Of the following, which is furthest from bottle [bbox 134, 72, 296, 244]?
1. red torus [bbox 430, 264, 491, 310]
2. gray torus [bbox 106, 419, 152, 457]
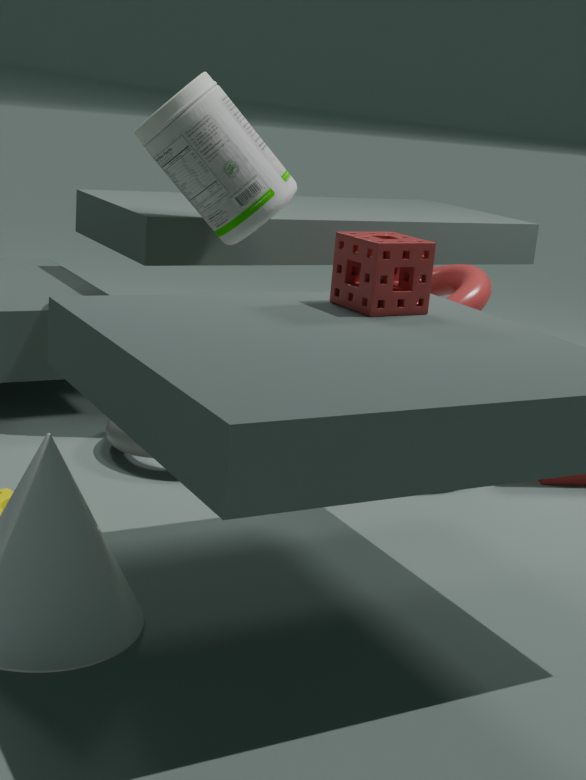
gray torus [bbox 106, 419, 152, 457]
